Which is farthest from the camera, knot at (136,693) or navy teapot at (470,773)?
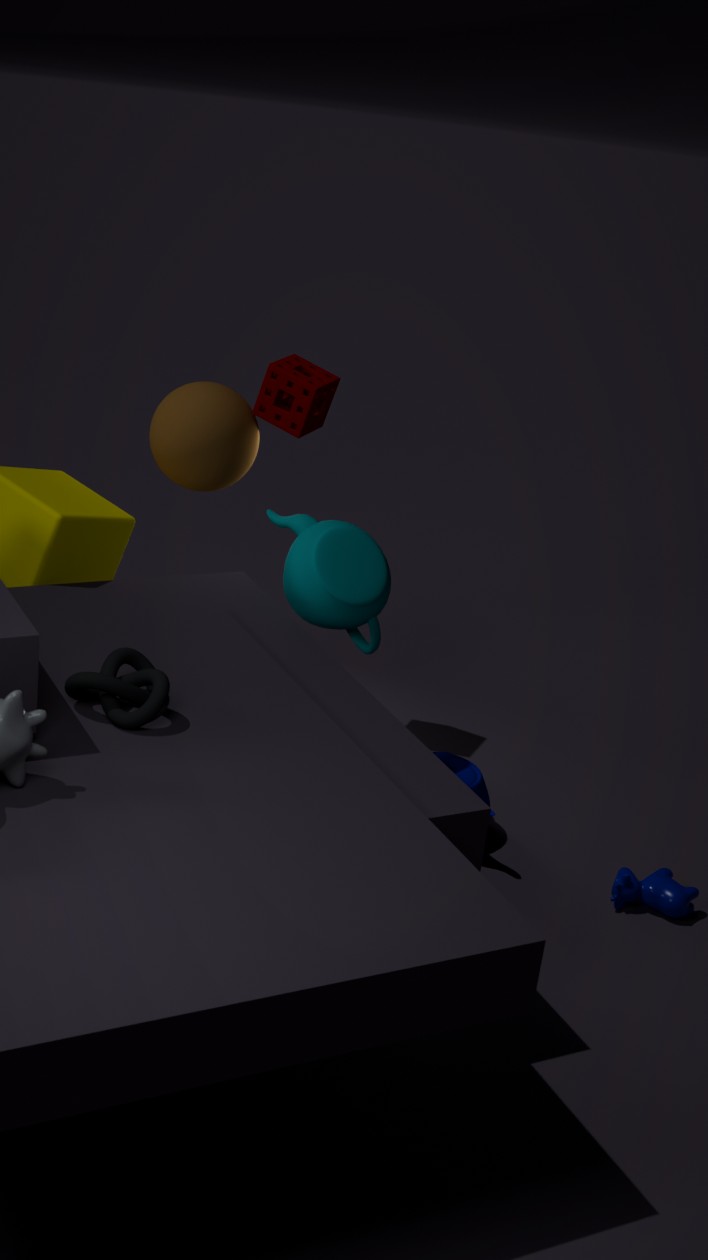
navy teapot at (470,773)
